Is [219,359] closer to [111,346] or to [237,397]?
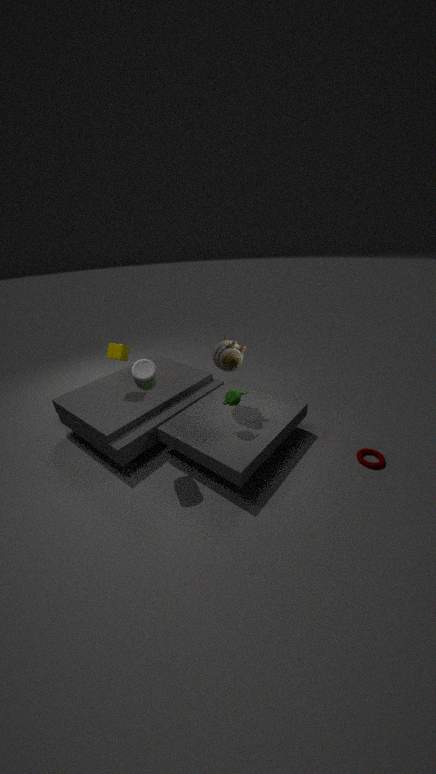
[237,397]
